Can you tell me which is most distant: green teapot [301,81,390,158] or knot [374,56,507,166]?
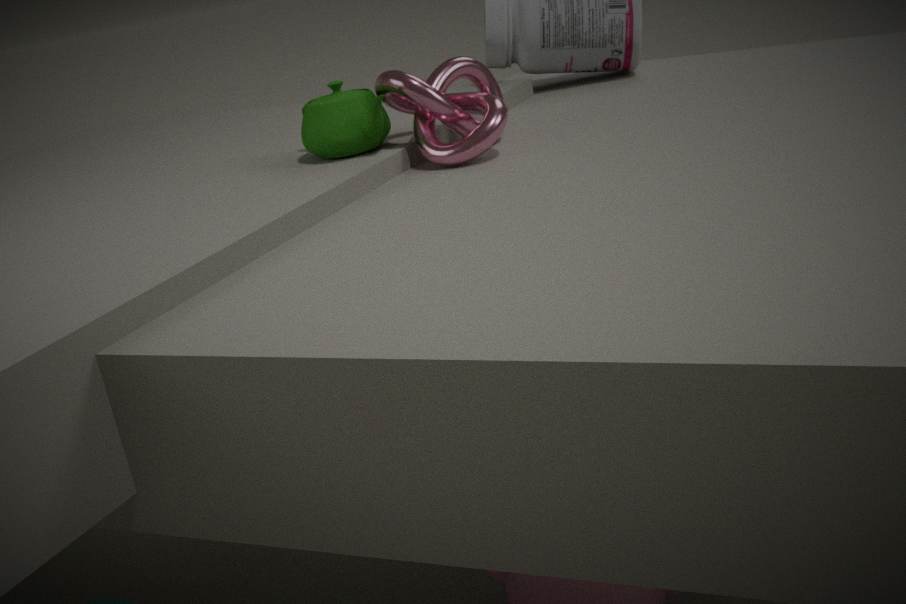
green teapot [301,81,390,158]
